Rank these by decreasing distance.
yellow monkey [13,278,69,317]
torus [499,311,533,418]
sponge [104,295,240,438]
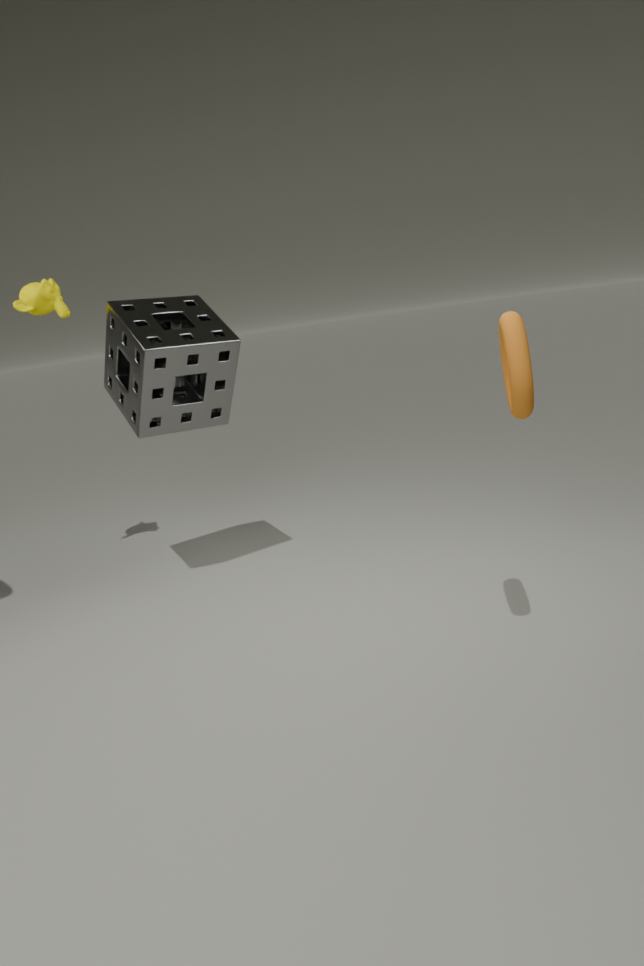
yellow monkey [13,278,69,317] < sponge [104,295,240,438] < torus [499,311,533,418]
